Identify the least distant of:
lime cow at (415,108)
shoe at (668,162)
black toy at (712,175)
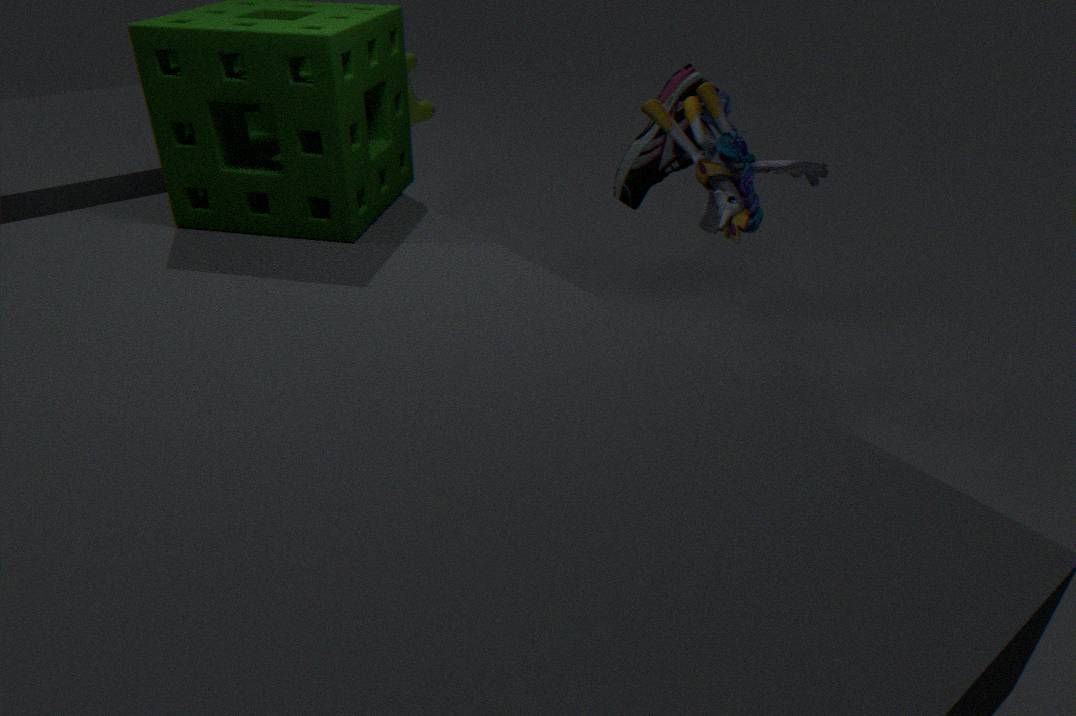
black toy at (712,175)
